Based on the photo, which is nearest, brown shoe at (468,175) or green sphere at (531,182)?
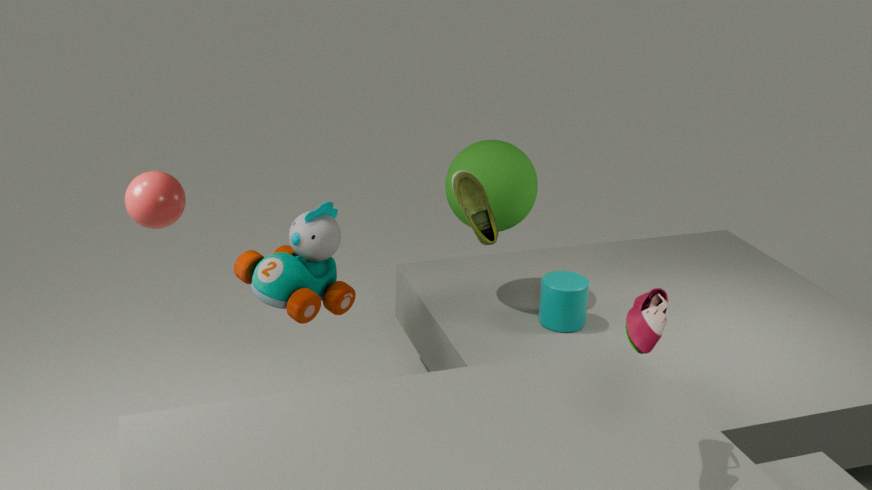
brown shoe at (468,175)
